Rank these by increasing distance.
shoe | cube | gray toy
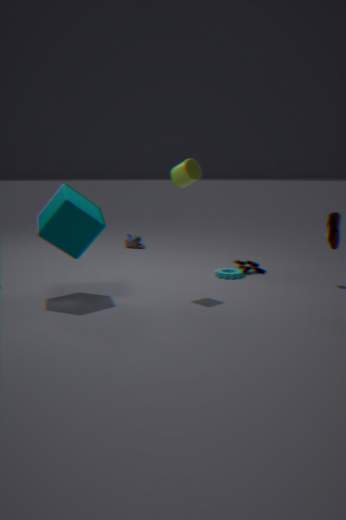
cube
shoe
gray toy
